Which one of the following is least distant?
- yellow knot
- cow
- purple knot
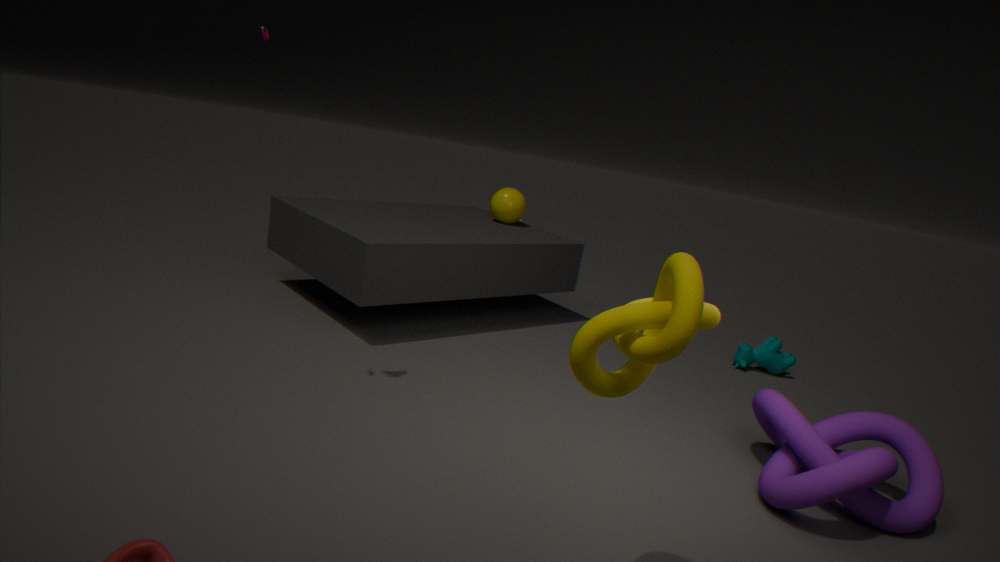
yellow knot
